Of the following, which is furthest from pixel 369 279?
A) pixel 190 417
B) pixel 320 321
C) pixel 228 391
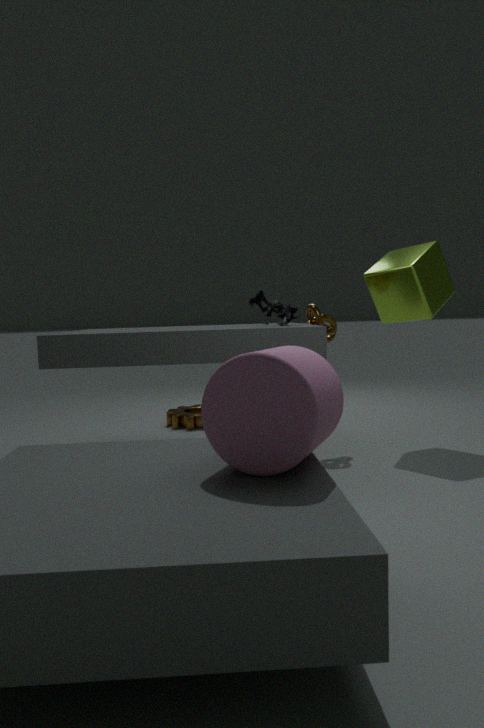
pixel 228 391
